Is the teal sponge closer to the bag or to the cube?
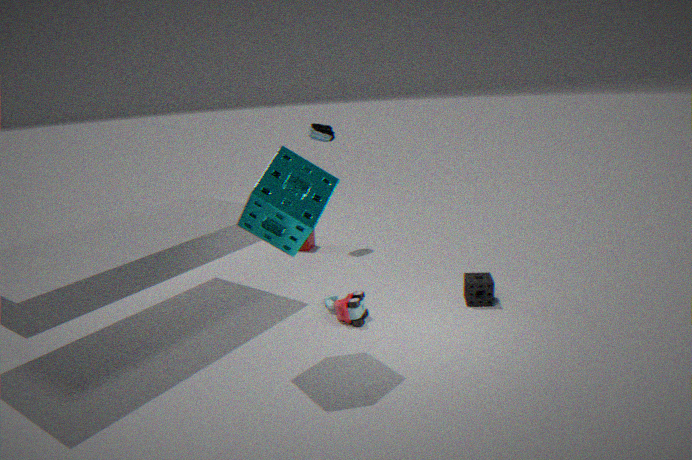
the bag
